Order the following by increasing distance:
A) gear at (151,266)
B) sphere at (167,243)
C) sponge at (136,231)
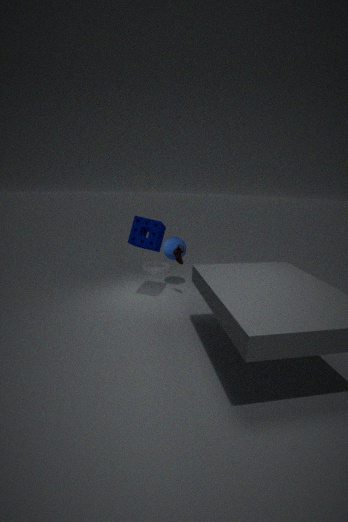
C. sponge at (136,231), B. sphere at (167,243), A. gear at (151,266)
